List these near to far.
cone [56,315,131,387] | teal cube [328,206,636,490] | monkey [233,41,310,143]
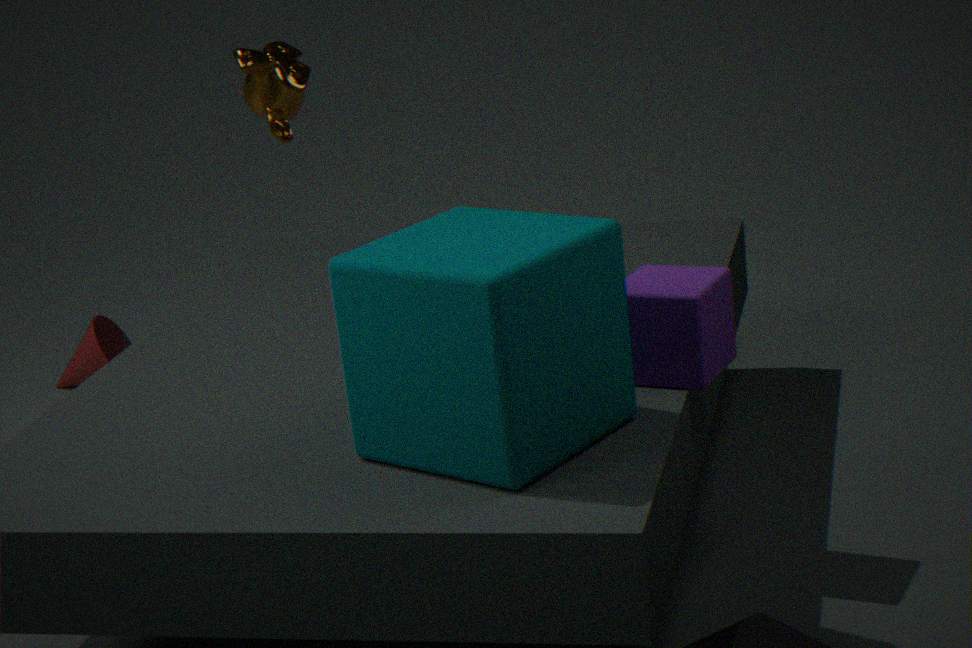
teal cube [328,206,636,490], monkey [233,41,310,143], cone [56,315,131,387]
